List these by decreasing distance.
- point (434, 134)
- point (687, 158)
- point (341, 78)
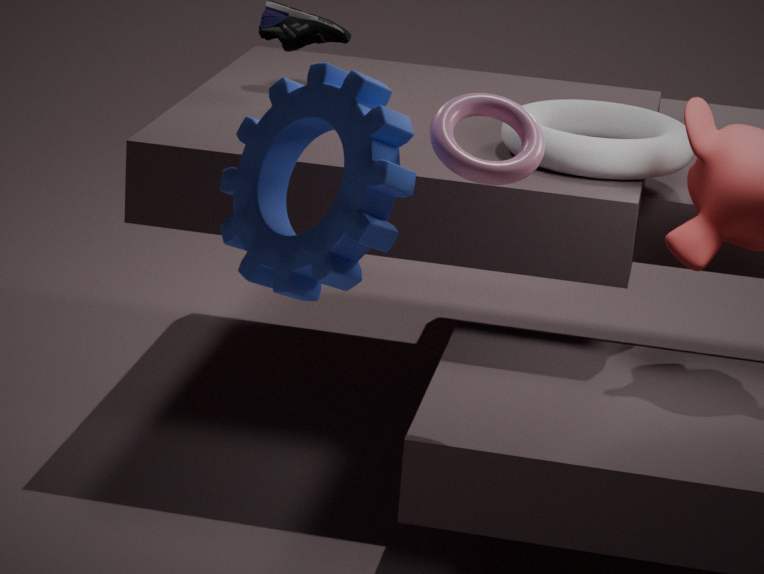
point (687, 158), point (341, 78), point (434, 134)
